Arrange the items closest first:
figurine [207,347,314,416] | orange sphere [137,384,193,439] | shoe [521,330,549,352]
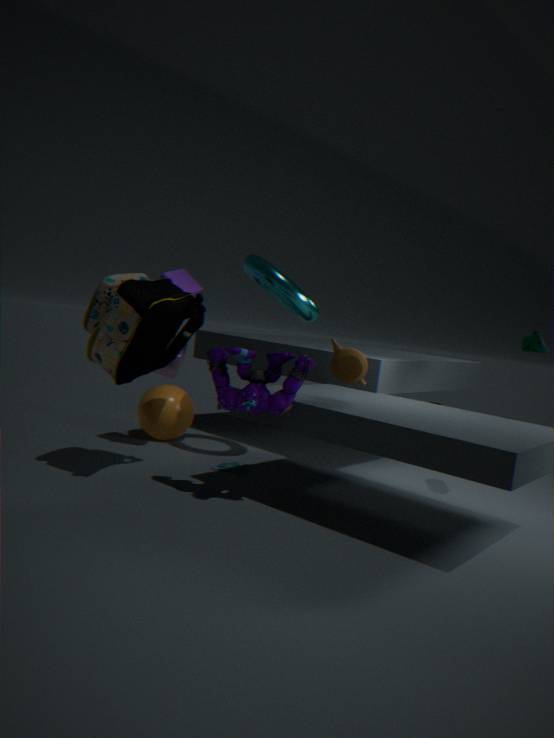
figurine [207,347,314,416], shoe [521,330,549,352], orange sphere [137,384,193,439]
